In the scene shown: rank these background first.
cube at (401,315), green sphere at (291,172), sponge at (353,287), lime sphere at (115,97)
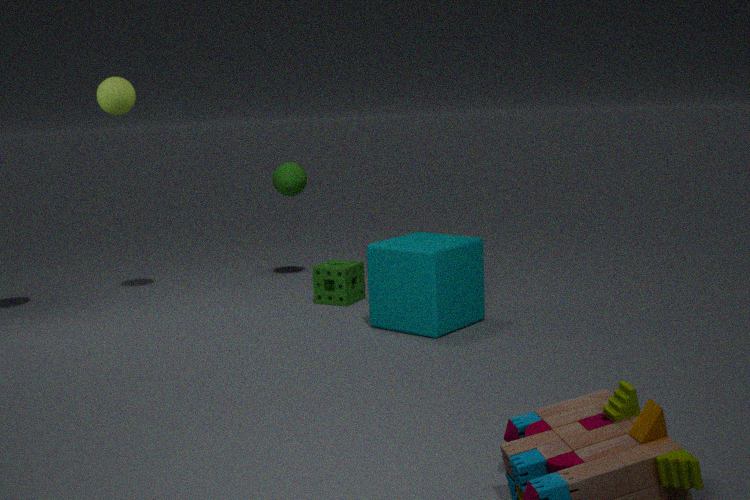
green sphere at (291,172)
lime sphere at (115,97)
sponge at (353,287)
cube at (401,315)
